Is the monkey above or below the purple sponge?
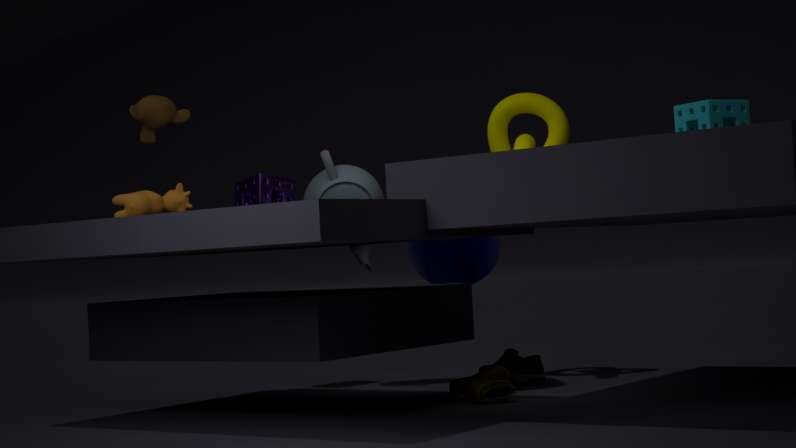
above
